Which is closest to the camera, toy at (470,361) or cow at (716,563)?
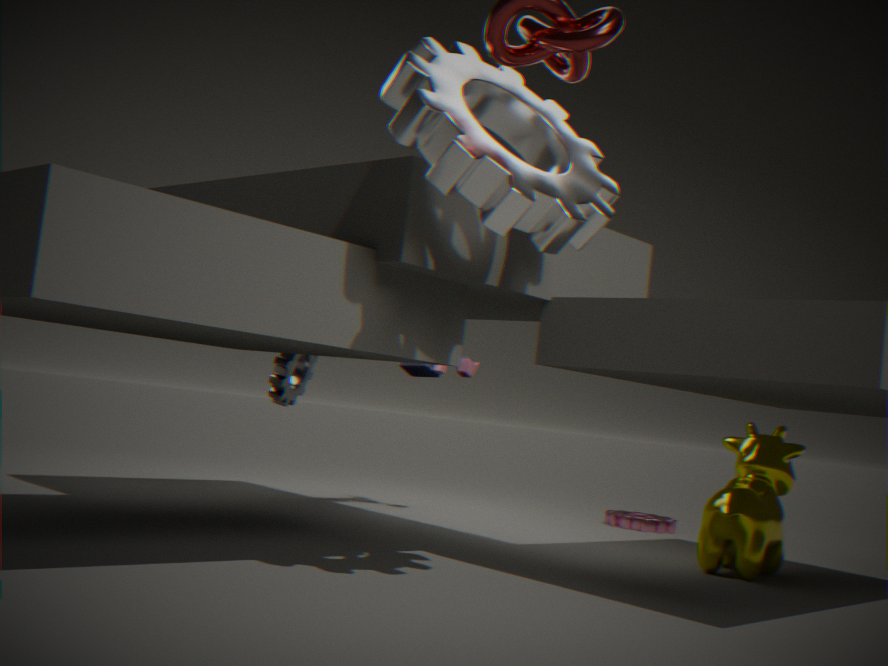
cow at (716,563)
